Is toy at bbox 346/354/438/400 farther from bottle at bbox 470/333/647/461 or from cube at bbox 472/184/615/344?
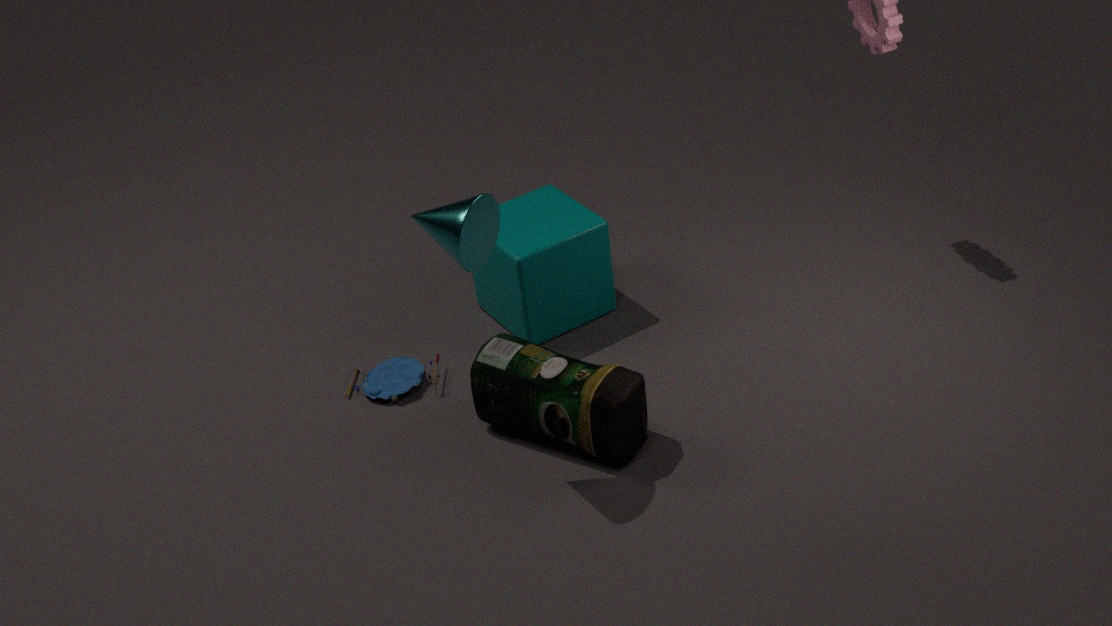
cube at bbox 472/184/615/344
